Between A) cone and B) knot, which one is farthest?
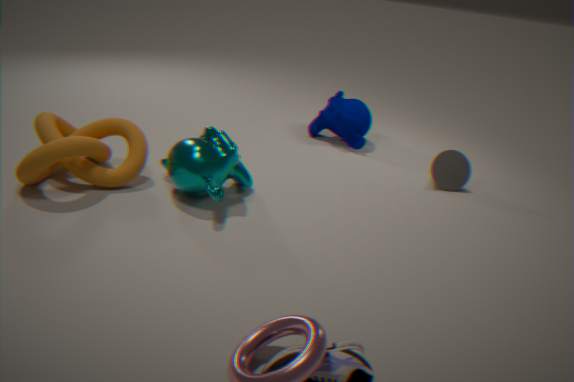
A. cone
